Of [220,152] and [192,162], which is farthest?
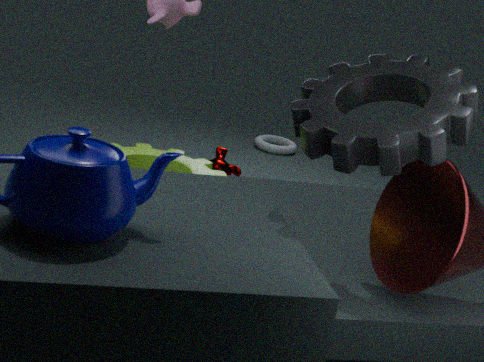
[220,152]
